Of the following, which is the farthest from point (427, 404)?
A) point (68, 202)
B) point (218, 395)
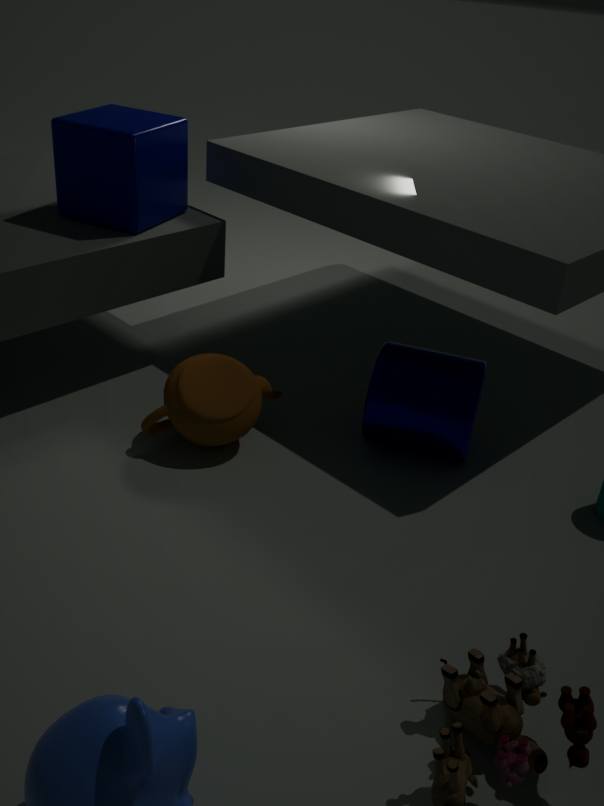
point (68, 202)
